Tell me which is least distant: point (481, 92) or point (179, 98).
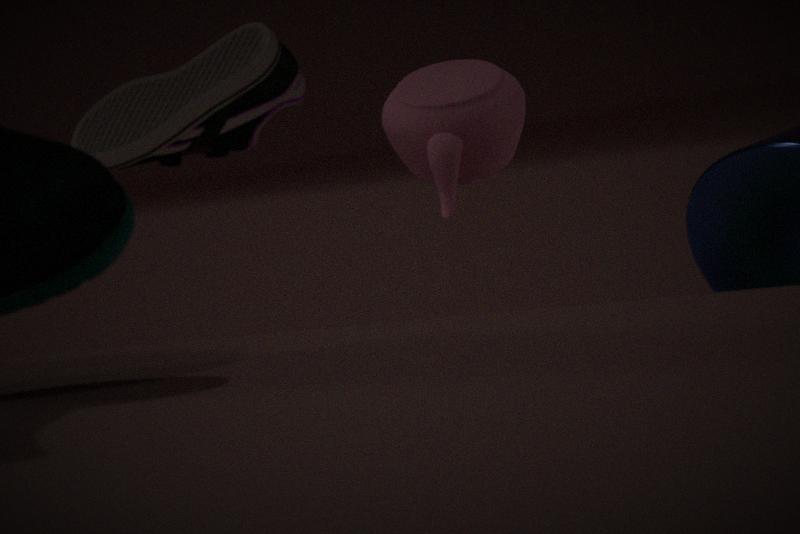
point (481, 92)
